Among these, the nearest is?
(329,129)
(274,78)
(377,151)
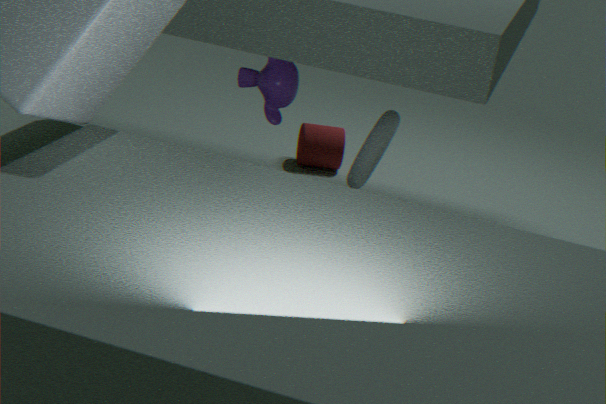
(377,151)
